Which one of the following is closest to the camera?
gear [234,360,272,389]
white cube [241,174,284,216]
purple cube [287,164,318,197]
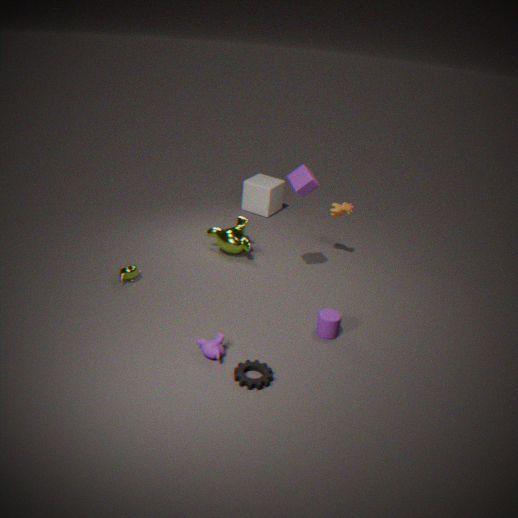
gear [234,360,272,389]
